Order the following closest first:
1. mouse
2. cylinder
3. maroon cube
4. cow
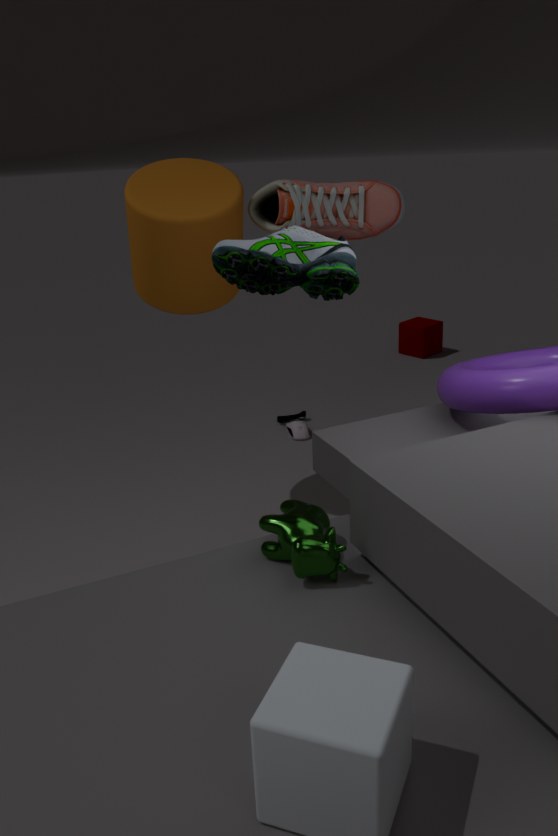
cow < cylinder < mouse < maroon cube
